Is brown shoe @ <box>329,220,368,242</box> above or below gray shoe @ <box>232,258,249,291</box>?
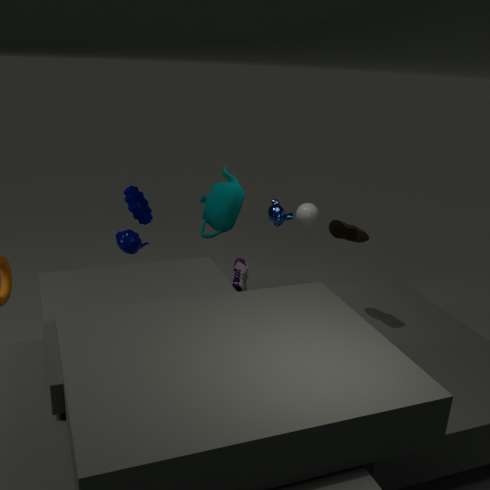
above
